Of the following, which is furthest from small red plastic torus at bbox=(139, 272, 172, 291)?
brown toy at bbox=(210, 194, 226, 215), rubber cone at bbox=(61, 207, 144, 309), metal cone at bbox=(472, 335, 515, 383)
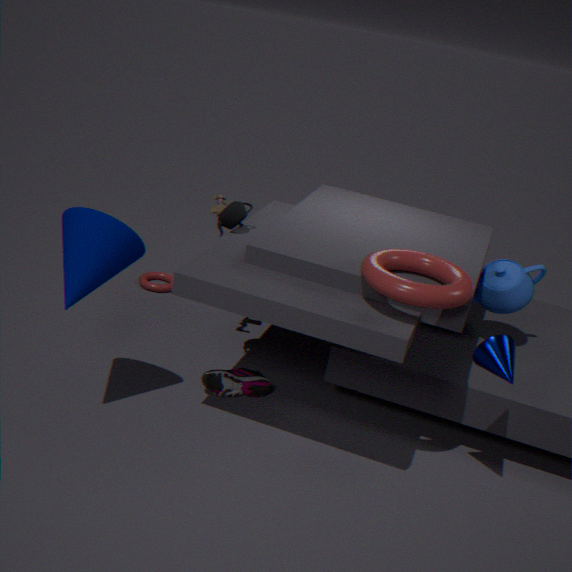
metal cone at bbox=(472, 335, 515, 383)
